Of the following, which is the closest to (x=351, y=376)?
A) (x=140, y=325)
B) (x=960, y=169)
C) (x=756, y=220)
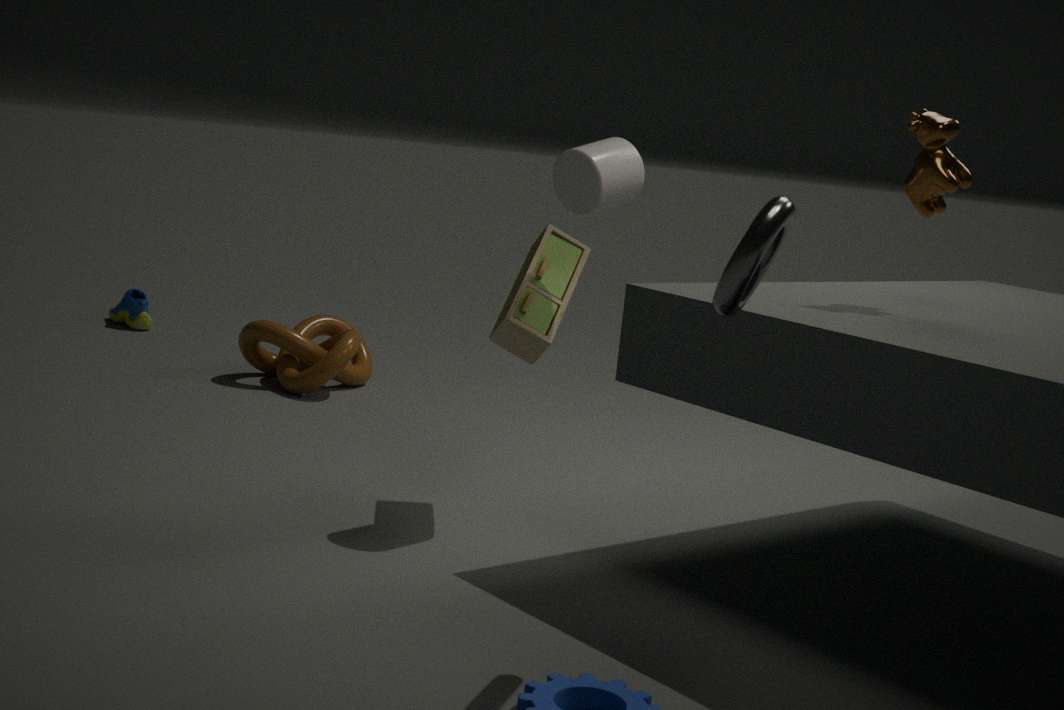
(x=140, y=325)
